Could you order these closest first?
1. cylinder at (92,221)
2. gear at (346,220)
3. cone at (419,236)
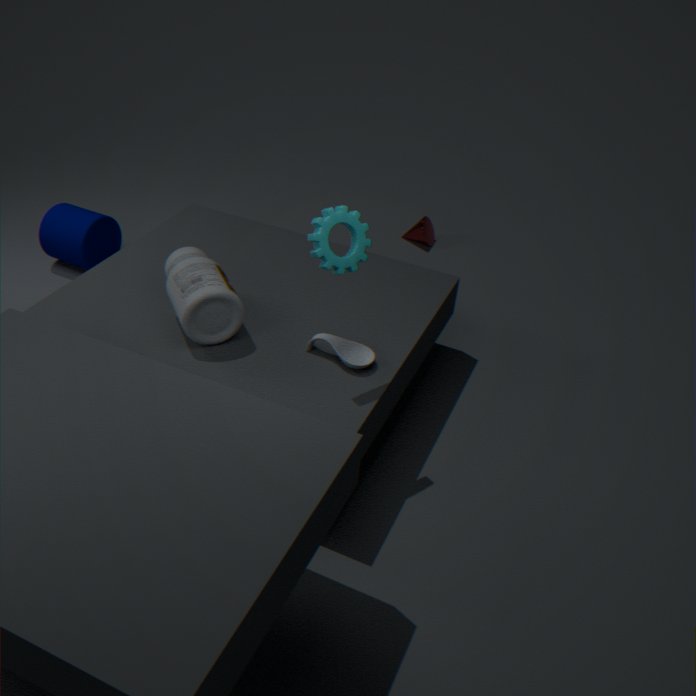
gear at (346,220)
cylinder at (92,221)
cone at (419,236)
